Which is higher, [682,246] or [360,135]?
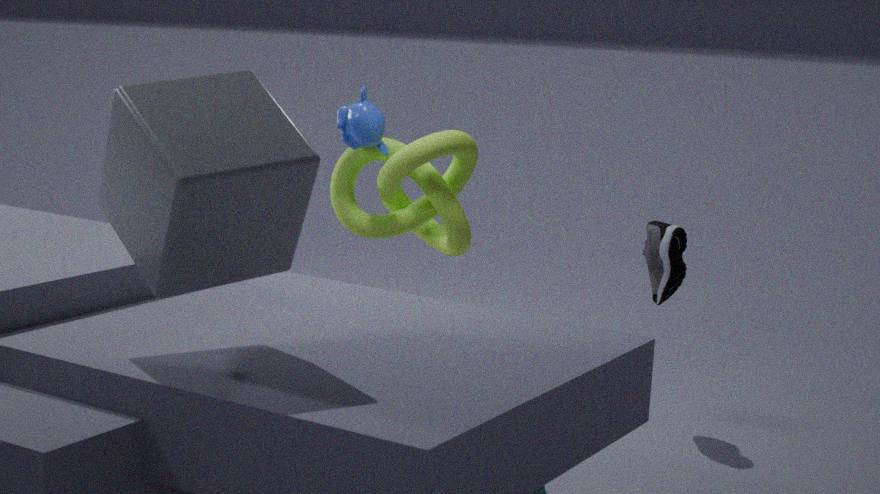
[360,135]
